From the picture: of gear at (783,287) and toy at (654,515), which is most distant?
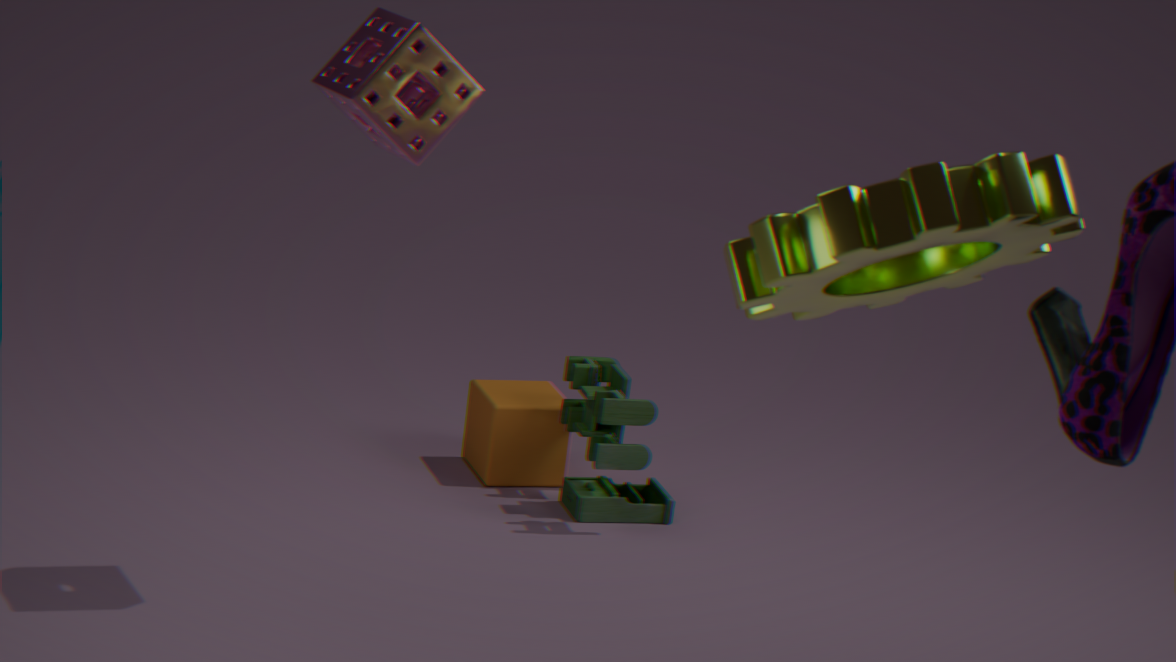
toy at (654,515)
